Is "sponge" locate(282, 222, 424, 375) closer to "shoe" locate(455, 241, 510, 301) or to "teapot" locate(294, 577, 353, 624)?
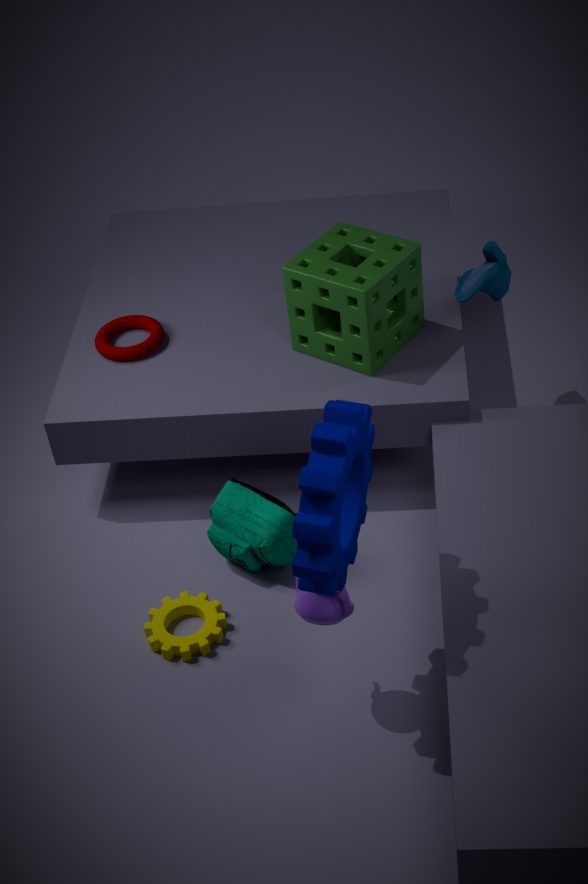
"shoe" locate(455, 241, 510, 301)
